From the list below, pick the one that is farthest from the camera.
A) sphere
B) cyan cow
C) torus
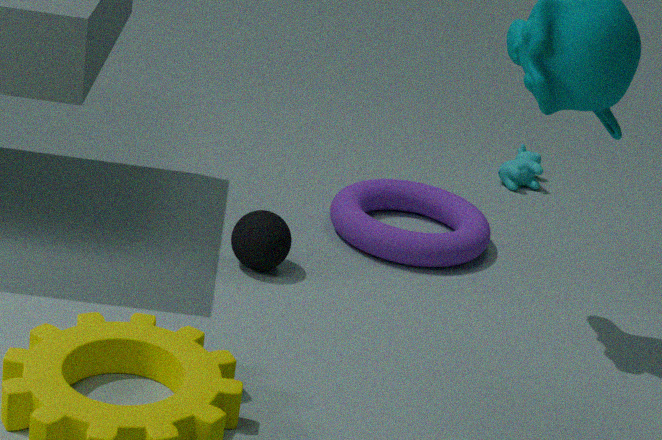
cyan cow
